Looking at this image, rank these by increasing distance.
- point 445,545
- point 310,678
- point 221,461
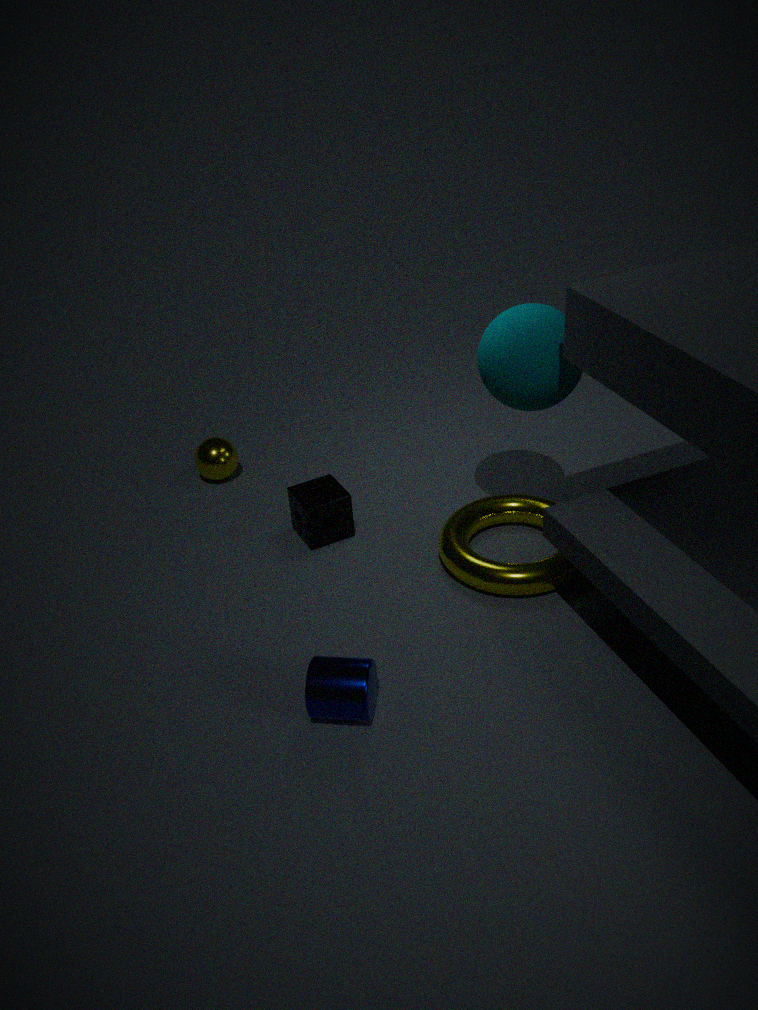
1. point 310,678
2. point 445,545
3. point 221,461
